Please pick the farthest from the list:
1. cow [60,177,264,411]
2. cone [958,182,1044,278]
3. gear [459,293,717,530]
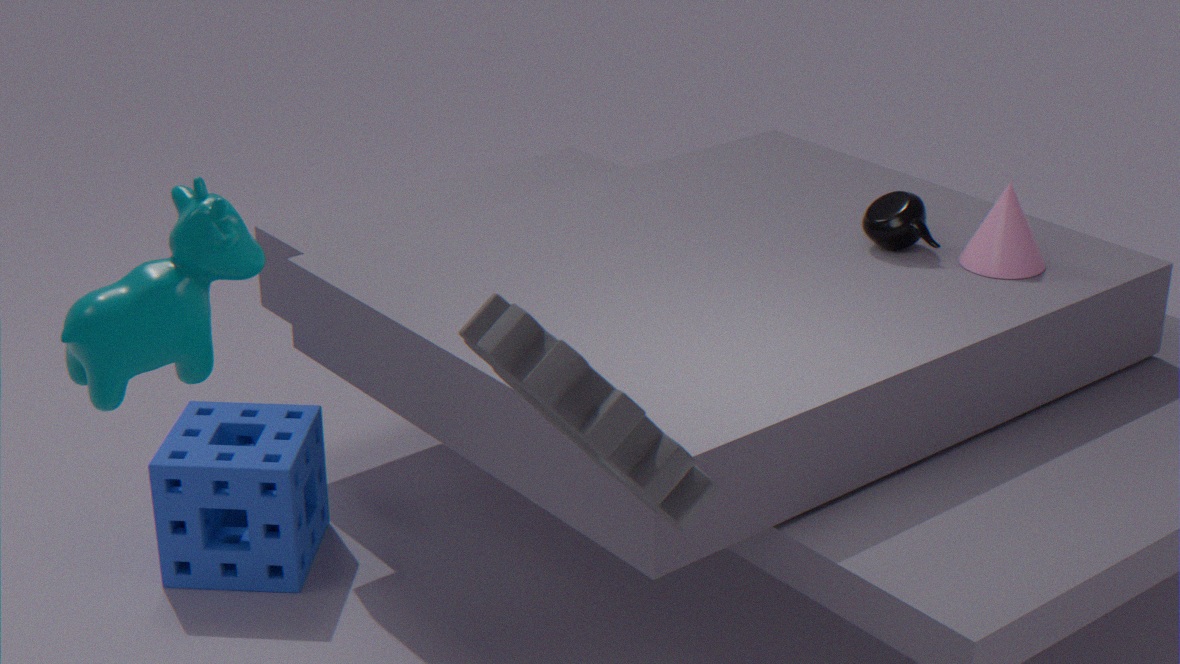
cone [958,182,1044,278]
